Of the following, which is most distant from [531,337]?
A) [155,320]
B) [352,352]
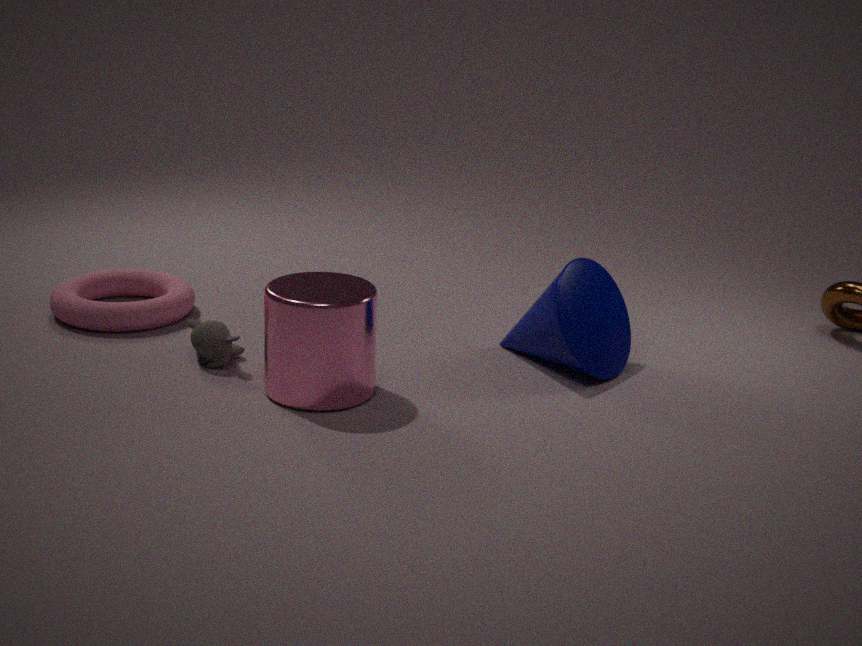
[155,320]
